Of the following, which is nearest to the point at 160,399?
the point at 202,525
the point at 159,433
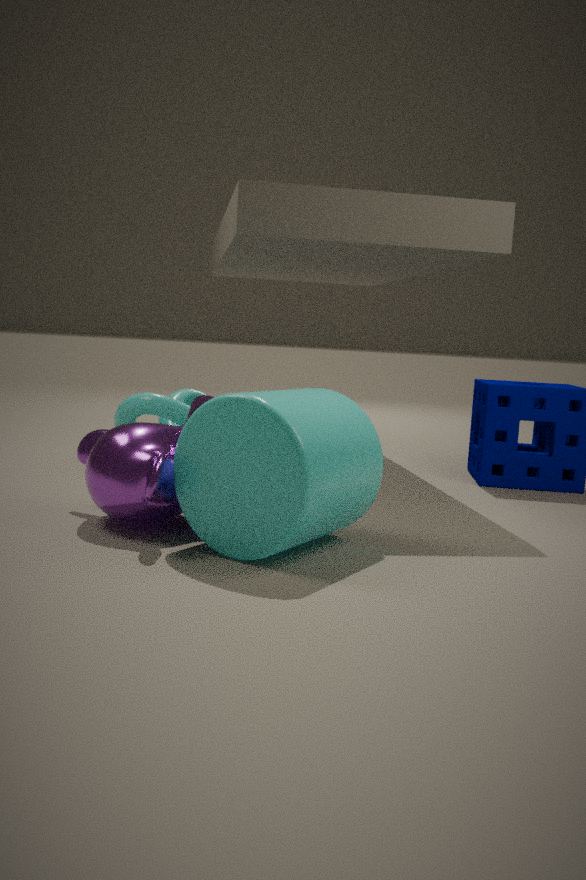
the point at 159,433
